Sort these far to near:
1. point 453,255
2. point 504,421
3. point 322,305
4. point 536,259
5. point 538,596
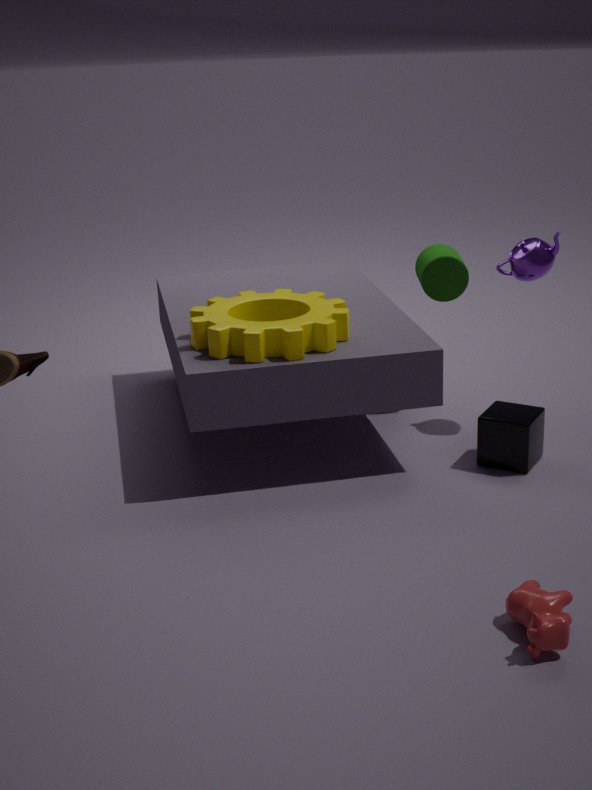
point 453,255
point 536,259
point 322,305
point 504,421
point 538,596
